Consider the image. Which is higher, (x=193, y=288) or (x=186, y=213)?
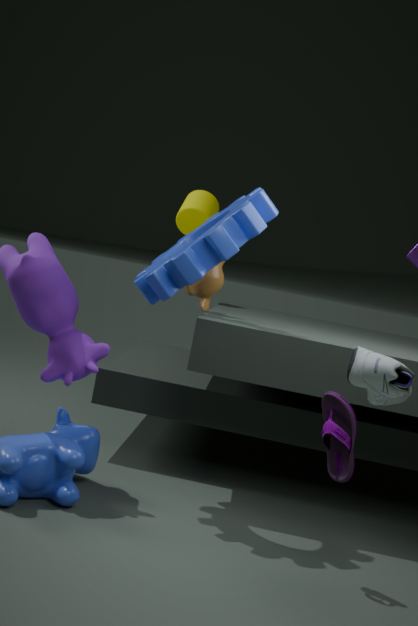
(x=186, y=213)
